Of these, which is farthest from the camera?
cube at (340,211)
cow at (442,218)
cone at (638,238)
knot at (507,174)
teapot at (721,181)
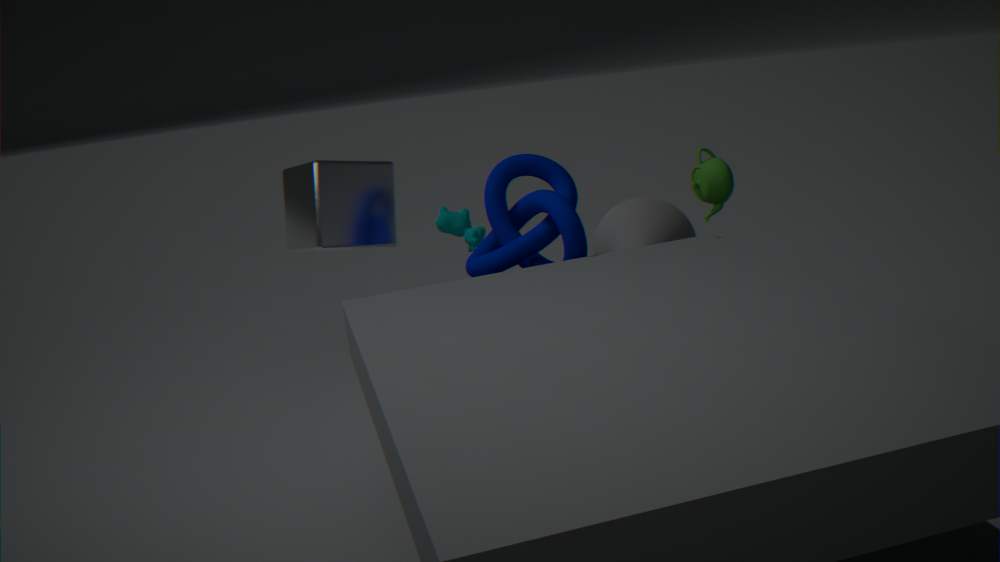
cow at (442,218)
